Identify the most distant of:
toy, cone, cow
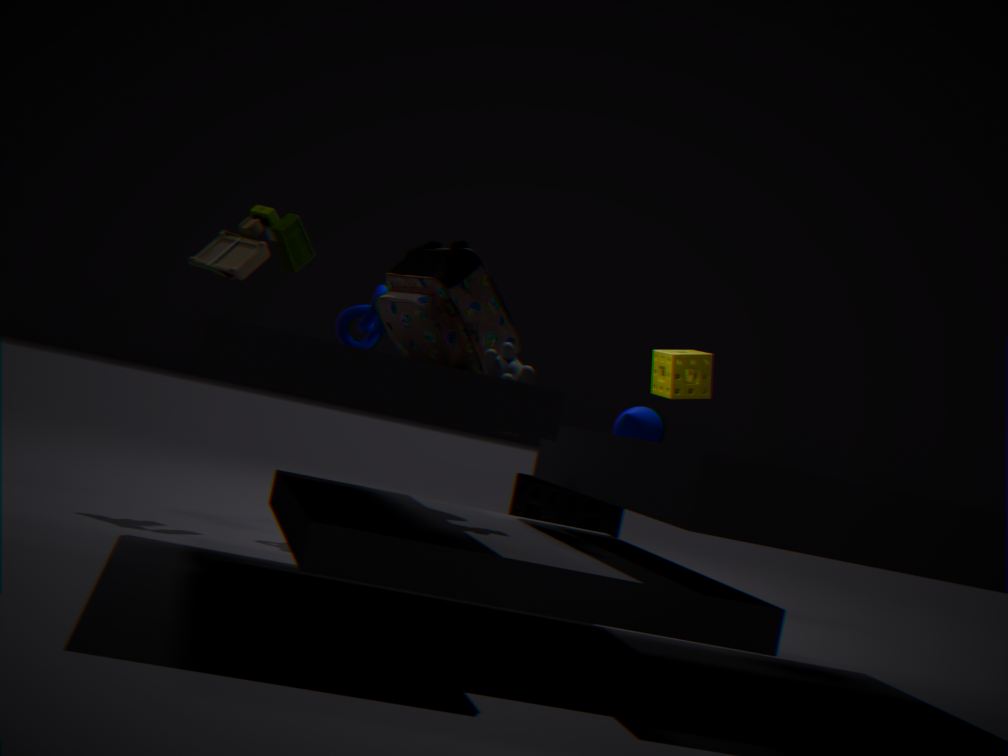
cone
